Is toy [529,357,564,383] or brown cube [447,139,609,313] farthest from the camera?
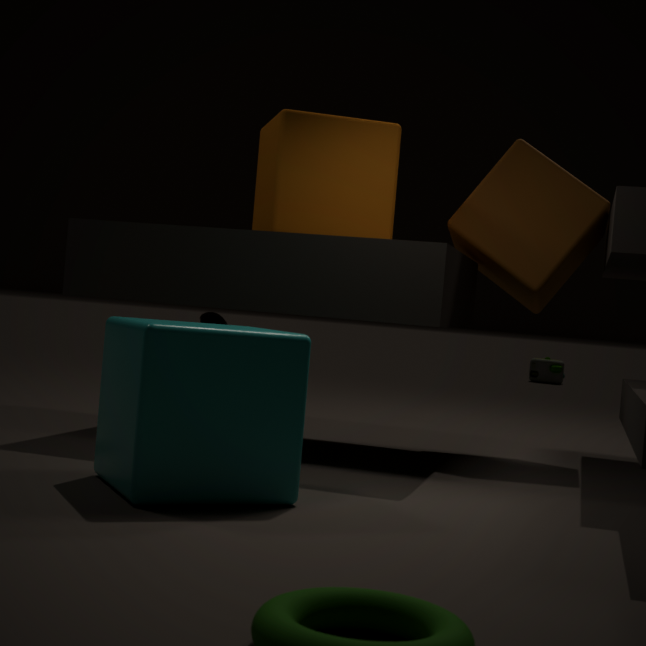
toy [529,357,564,383]
